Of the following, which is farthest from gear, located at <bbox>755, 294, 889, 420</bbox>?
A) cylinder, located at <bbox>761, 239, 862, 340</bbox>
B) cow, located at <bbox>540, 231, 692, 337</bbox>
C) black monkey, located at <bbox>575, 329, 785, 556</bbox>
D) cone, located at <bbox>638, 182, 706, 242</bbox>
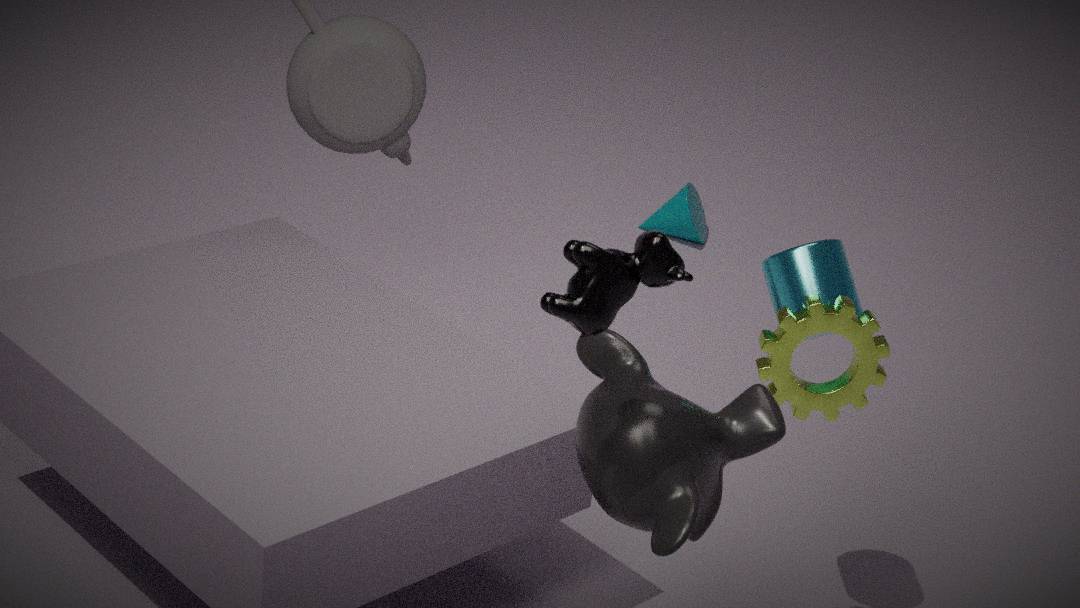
cone, located at <bbox>638, 182, 706, 242</bbox>
